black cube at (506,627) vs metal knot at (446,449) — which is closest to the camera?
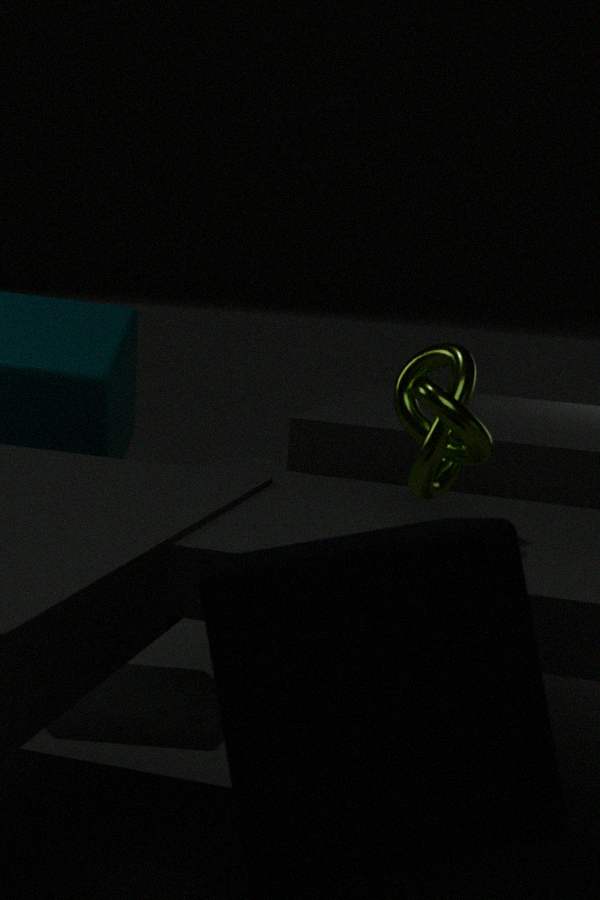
black cube at (506,627)
